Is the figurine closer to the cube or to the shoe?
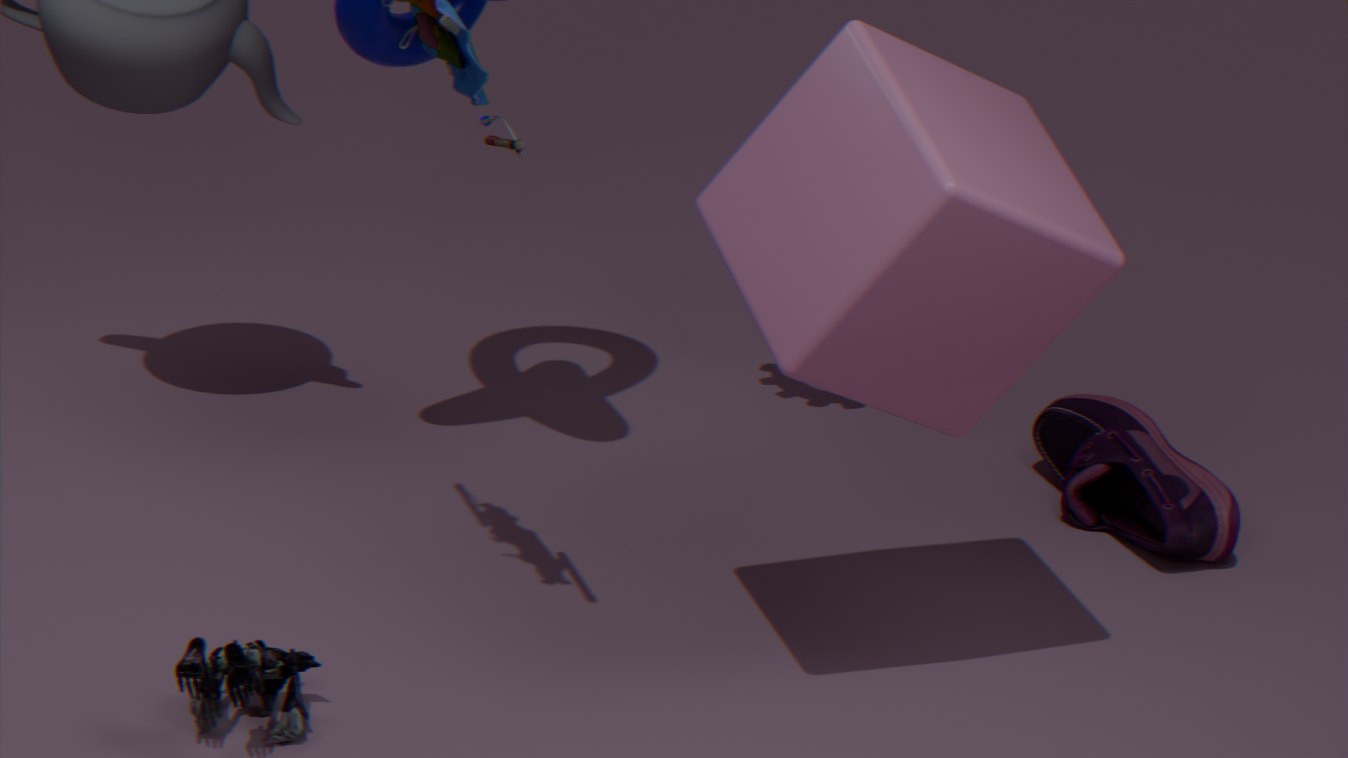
the cube
